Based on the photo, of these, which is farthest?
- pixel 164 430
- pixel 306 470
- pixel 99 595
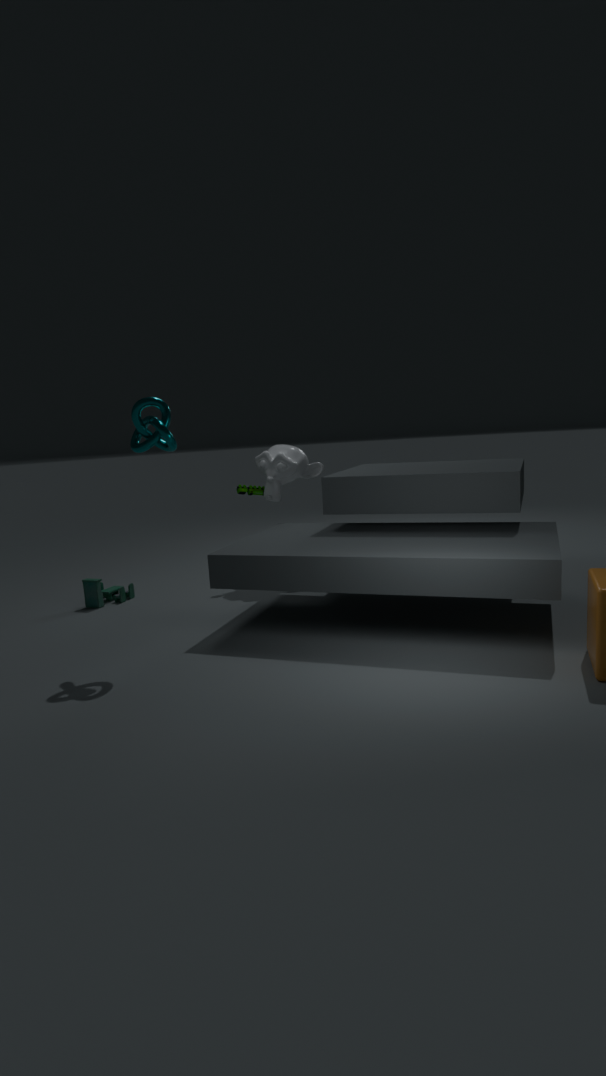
pixel 306 470
